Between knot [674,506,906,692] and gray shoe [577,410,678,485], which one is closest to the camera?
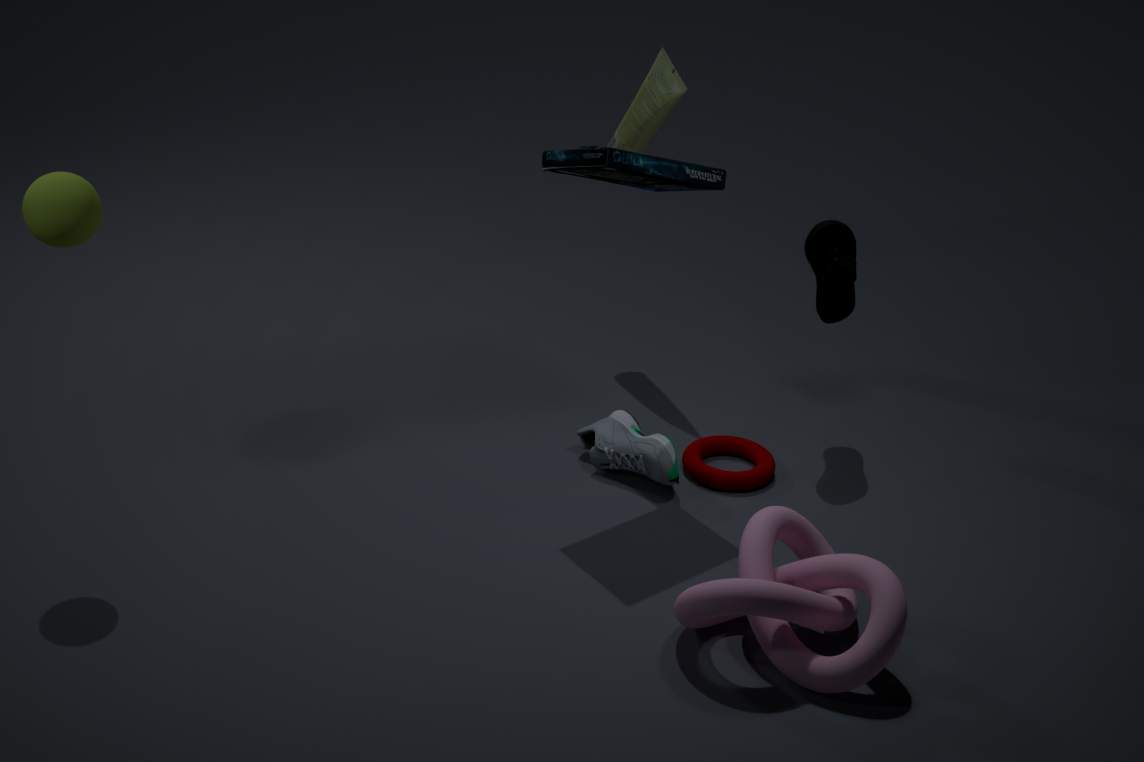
knot [674,506,906,692]
